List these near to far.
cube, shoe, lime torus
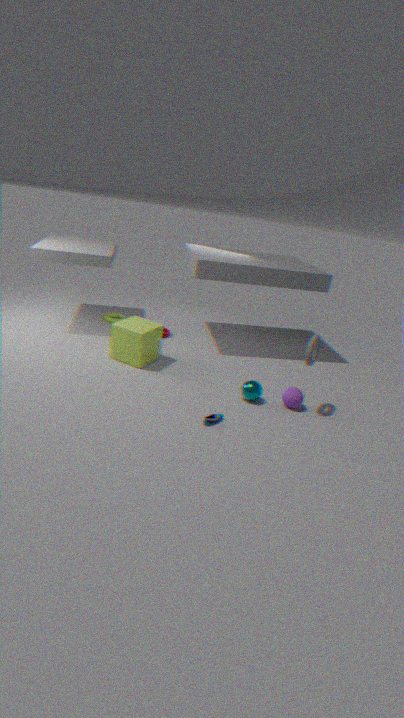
shoe, cube, lime torus
